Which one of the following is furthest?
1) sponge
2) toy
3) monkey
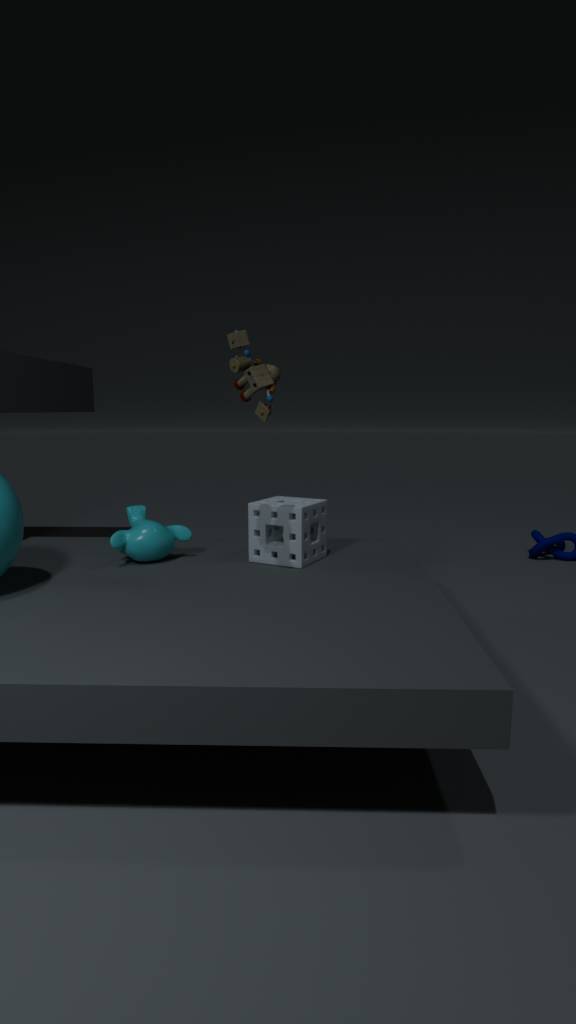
3. monkey
